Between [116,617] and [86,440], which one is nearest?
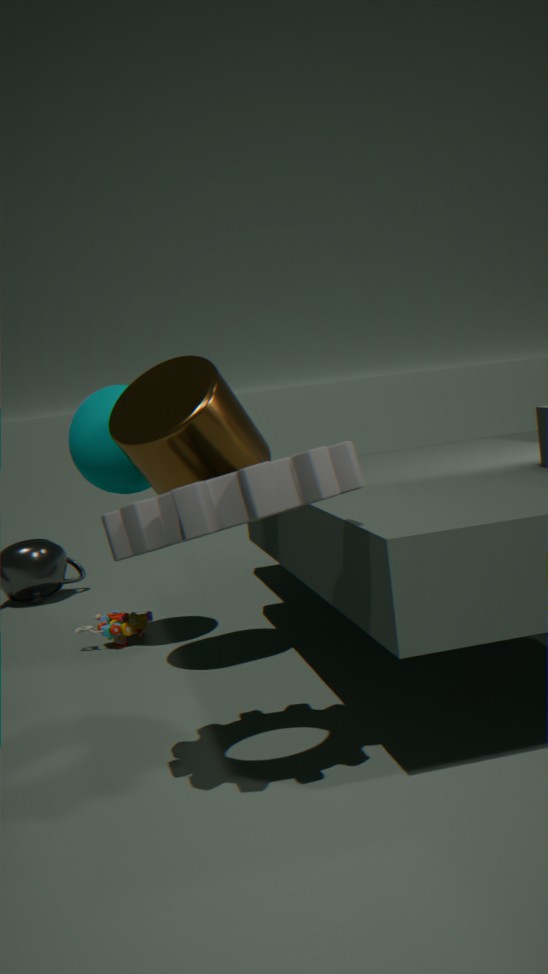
[86,440]
